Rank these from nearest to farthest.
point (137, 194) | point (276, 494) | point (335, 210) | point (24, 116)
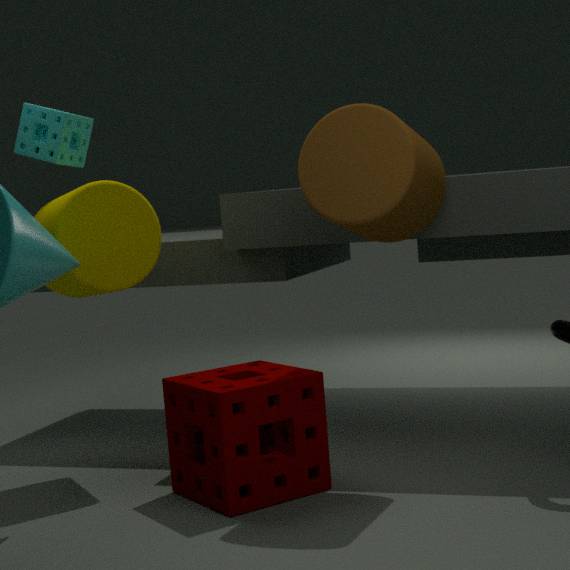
point (335, 210) → point (276, 494) → point (137, 194) → point (24, 116)
